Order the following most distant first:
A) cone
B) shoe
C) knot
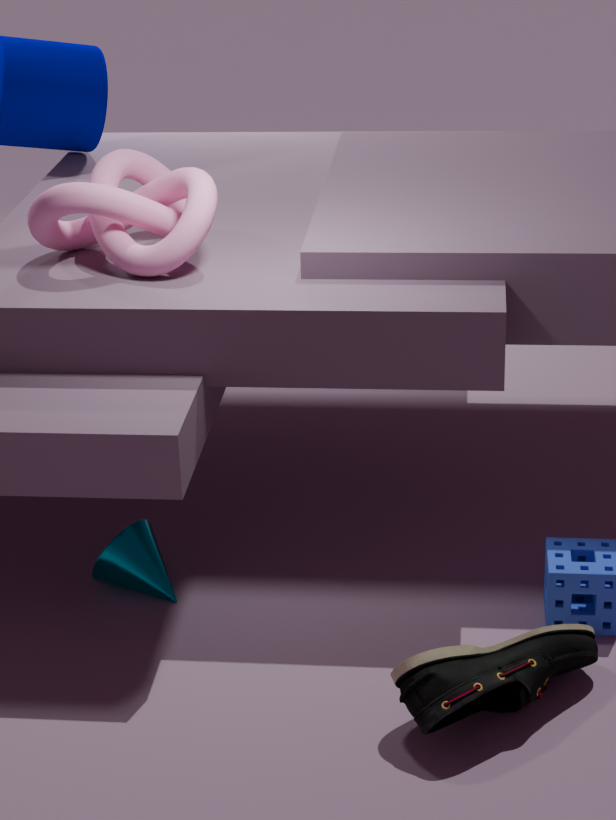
A. cone
C. knot
B. shoe
